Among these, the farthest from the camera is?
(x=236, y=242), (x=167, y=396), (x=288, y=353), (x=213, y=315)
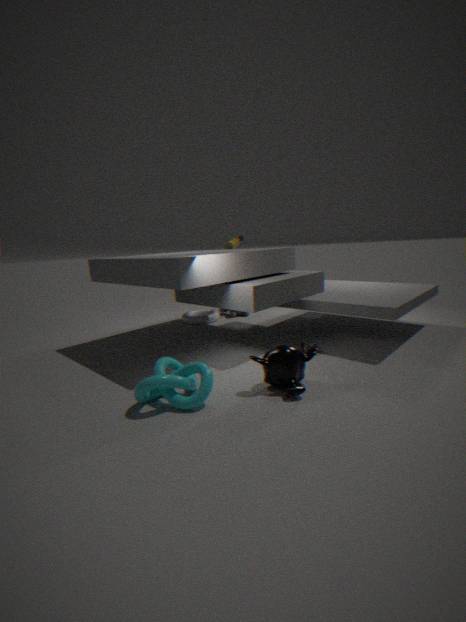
(x=236, y=242)
